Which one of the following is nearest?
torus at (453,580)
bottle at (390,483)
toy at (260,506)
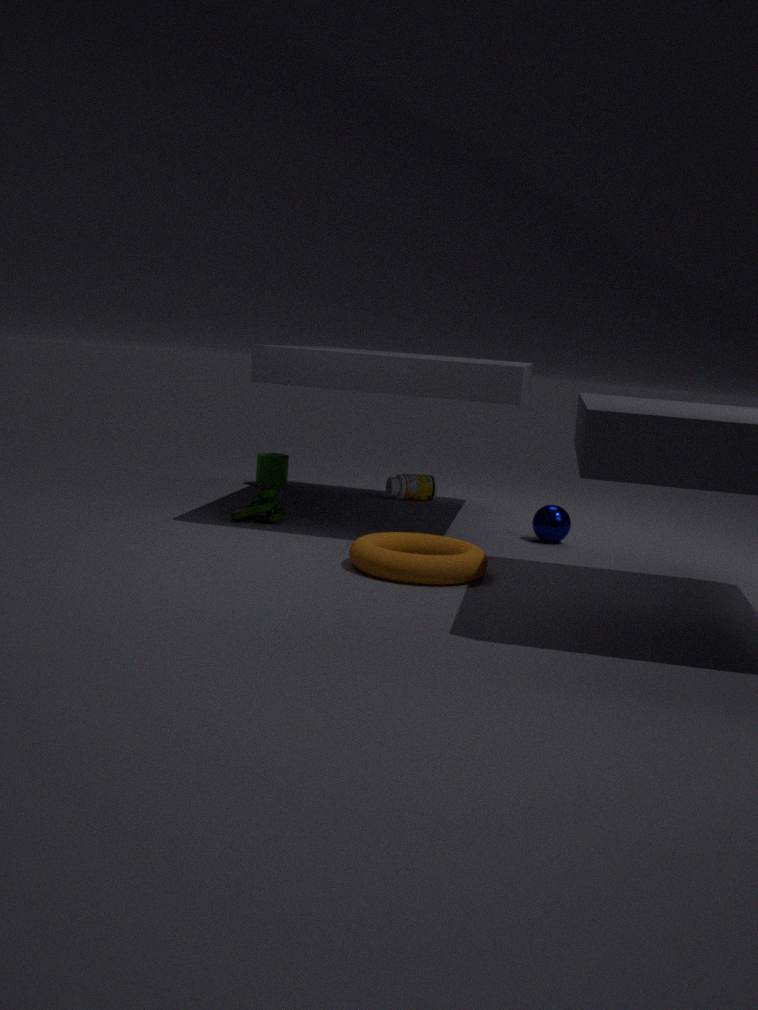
torus at (453,580)
